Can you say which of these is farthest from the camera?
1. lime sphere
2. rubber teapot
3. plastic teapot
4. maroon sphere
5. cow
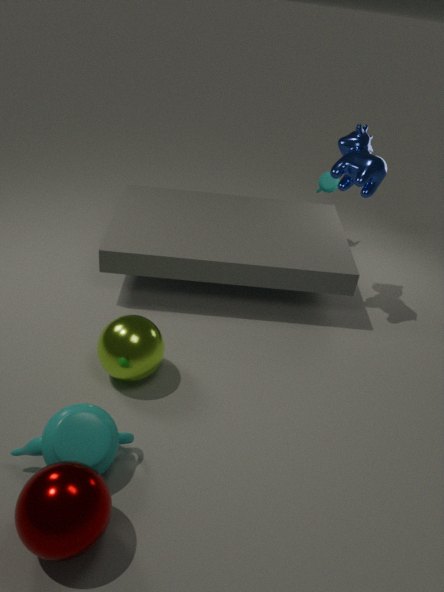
rubber teapot
